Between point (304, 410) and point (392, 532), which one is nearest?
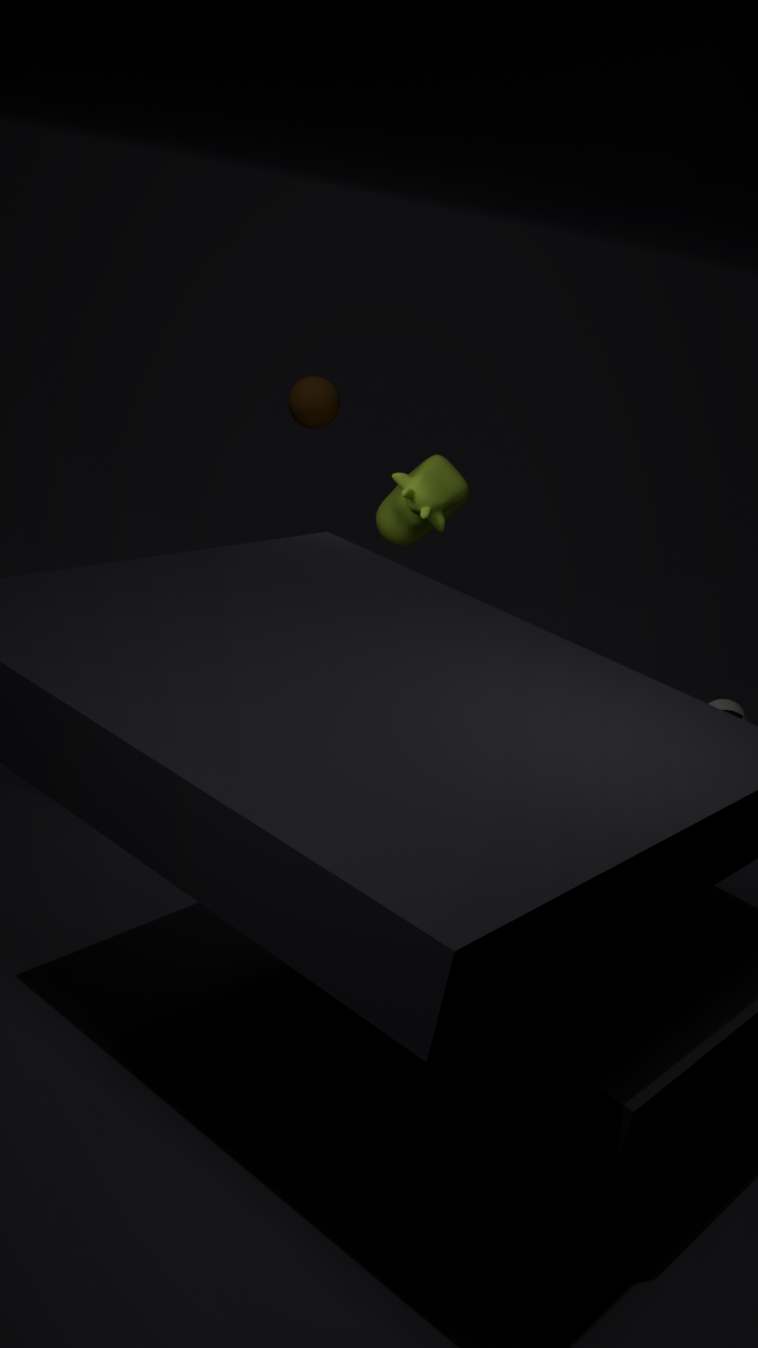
point (392, 532)
